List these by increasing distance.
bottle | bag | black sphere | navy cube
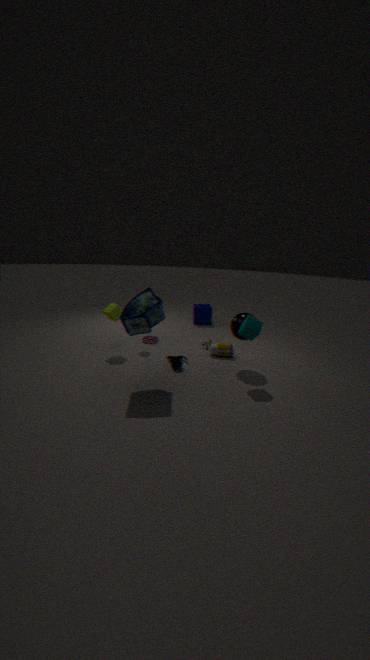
bag, black sphere, bottle, navy cube
